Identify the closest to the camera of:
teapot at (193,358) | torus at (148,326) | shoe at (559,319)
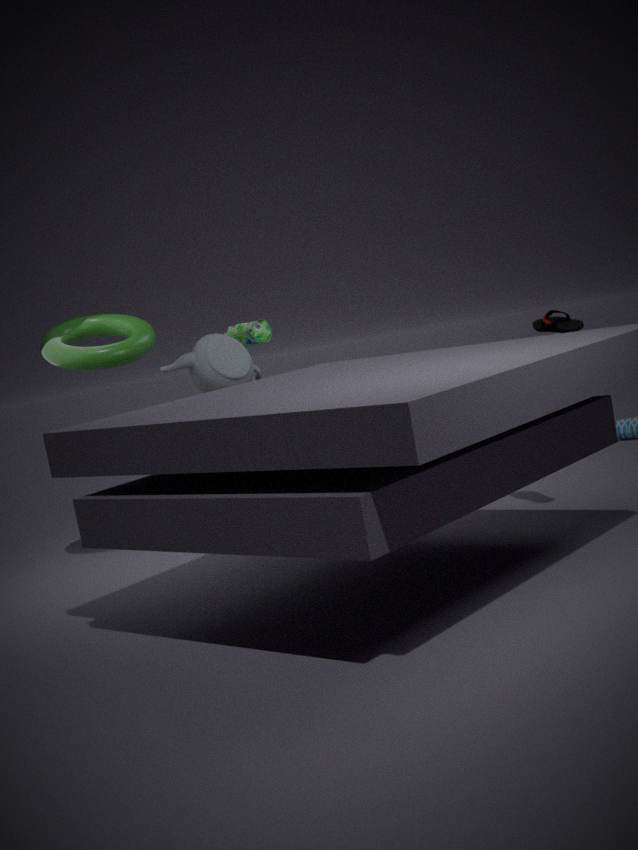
shoe at (559,319)
